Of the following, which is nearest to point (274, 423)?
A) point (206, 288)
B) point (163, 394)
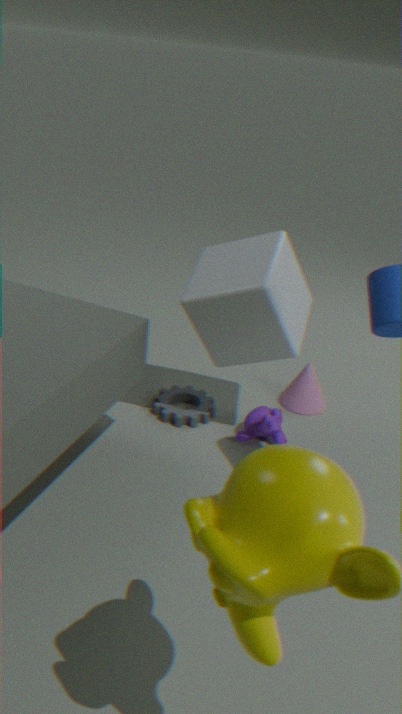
point (163, 394)
